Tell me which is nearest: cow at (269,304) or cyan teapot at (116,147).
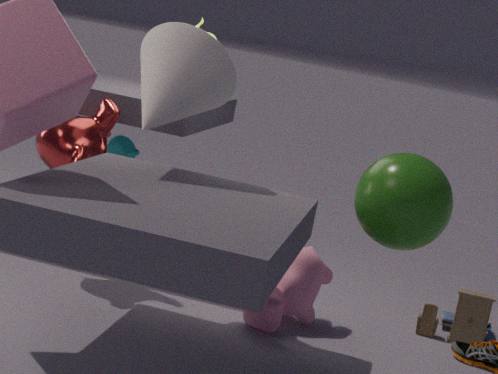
cow at (269,304)
